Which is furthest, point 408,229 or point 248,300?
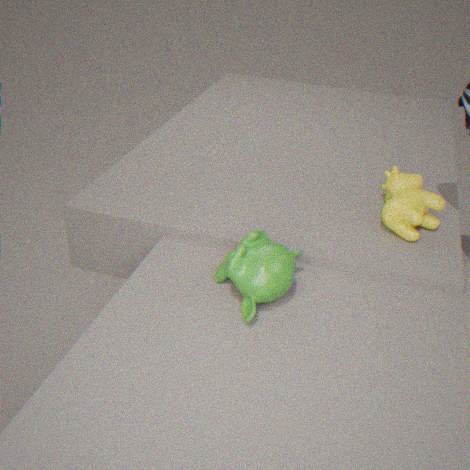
point 408,229
